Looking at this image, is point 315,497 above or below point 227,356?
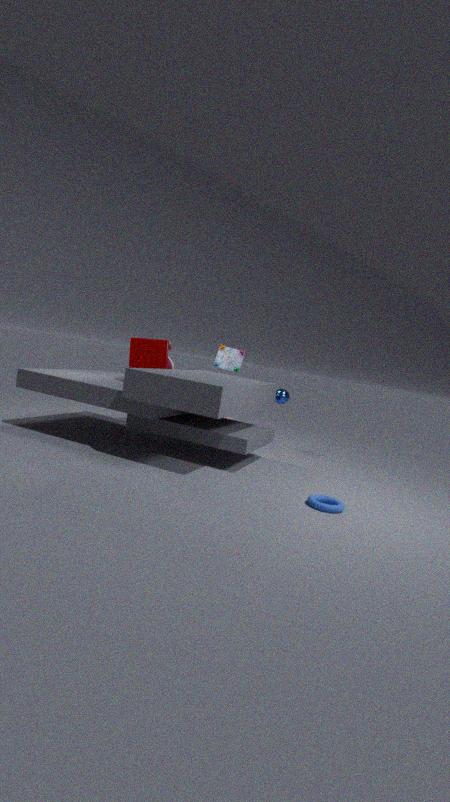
below
